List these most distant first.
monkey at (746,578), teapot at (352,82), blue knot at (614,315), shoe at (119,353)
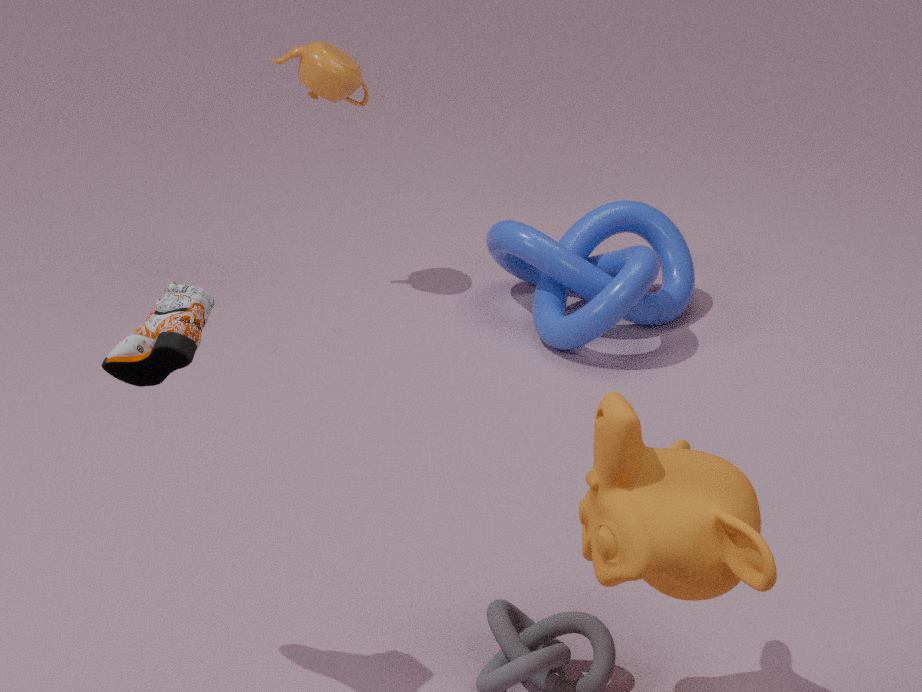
teapot at (352,82)
blue knot at (614,315)
shoe at (119,353)
monkey at (746,578)
